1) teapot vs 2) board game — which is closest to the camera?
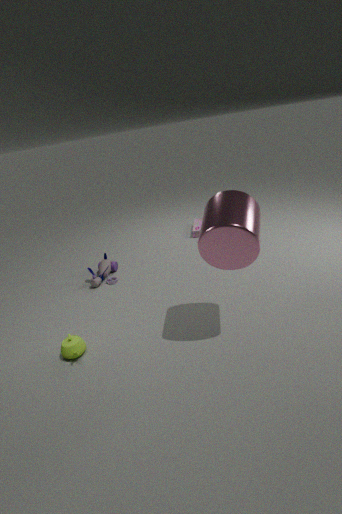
1. teapot
